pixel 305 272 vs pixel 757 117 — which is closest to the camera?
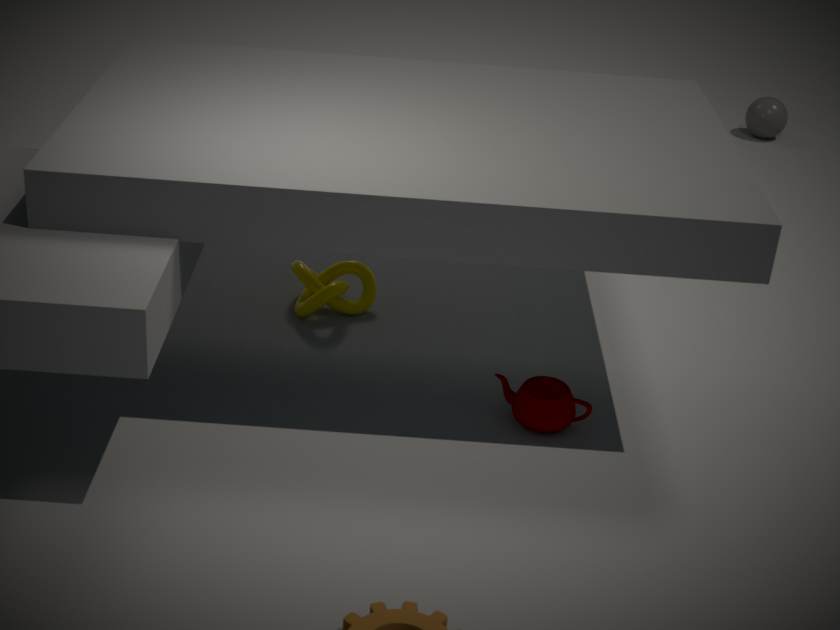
pixel 305 272
